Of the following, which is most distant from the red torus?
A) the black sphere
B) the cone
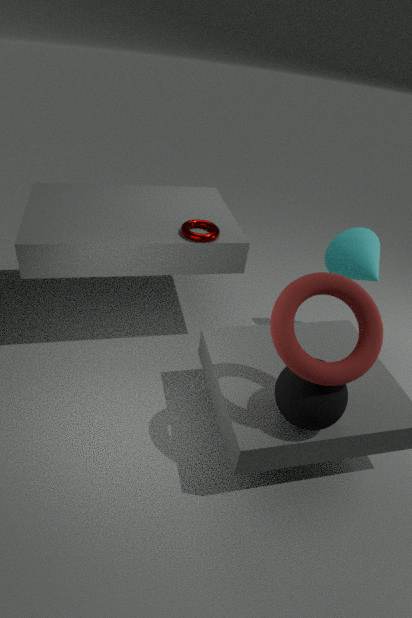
the cone
